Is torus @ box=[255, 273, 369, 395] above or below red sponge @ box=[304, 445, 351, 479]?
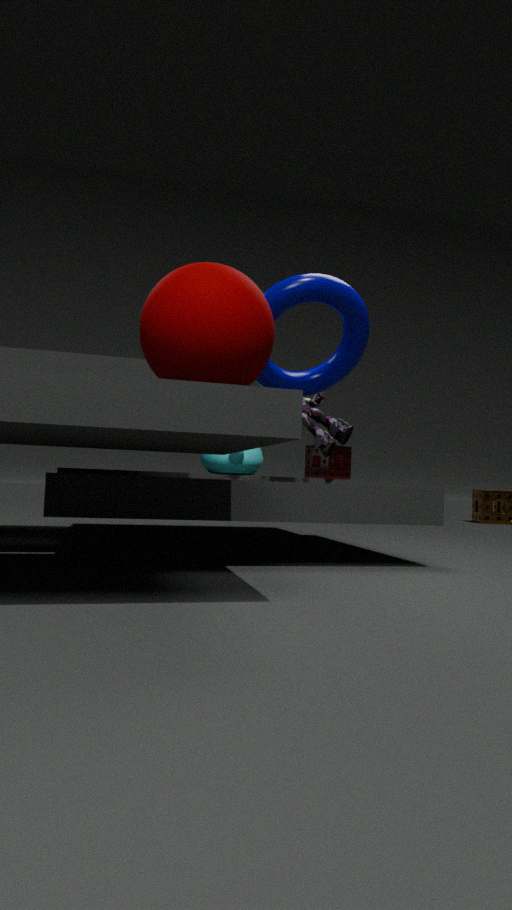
above
